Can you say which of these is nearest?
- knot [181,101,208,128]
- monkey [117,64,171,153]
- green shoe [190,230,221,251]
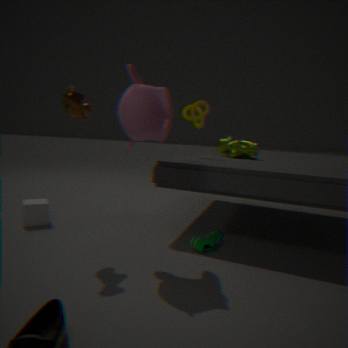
monkey [117,64,171,153]
